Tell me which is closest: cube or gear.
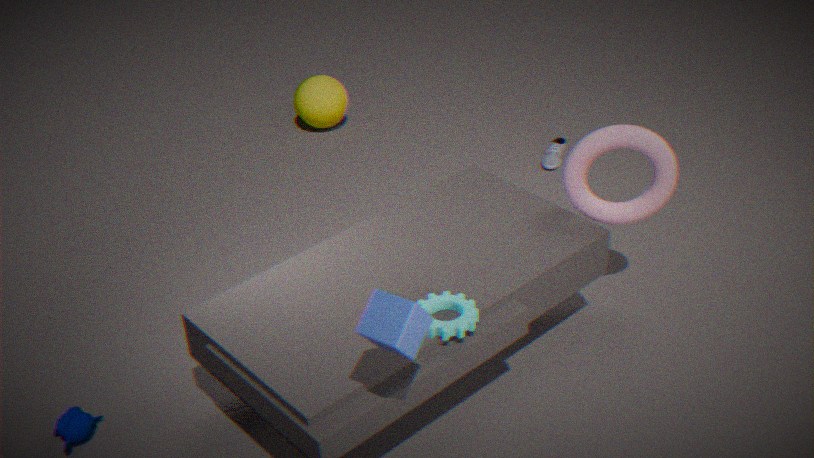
cube
